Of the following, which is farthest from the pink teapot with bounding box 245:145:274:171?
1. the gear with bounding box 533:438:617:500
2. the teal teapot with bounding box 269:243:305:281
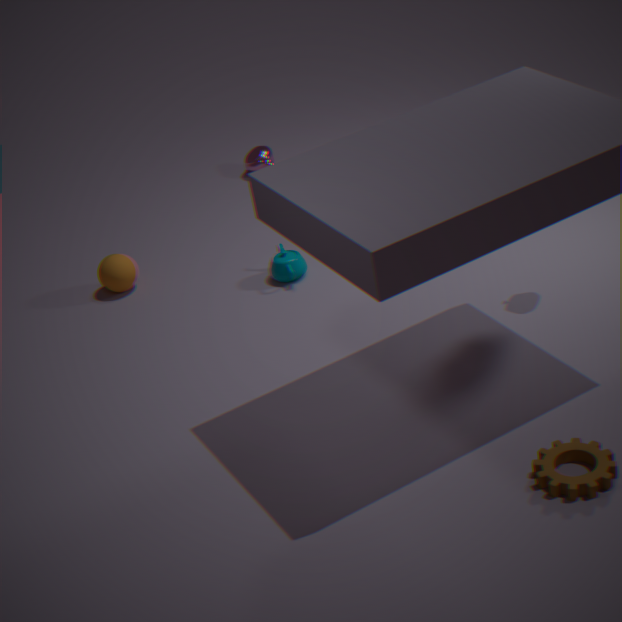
the gear with bounding box 533:438:617:500
